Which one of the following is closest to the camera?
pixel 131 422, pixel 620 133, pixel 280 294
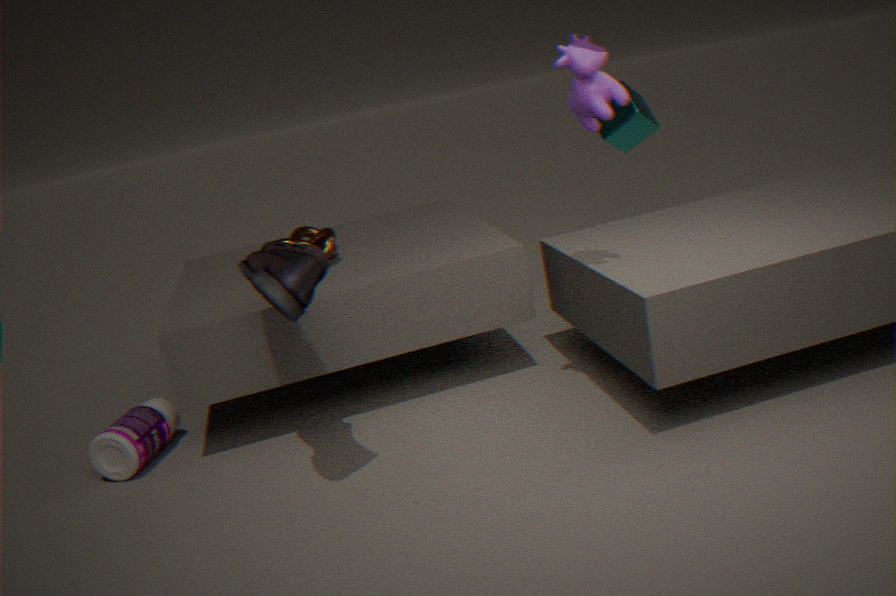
pixel 280 294
